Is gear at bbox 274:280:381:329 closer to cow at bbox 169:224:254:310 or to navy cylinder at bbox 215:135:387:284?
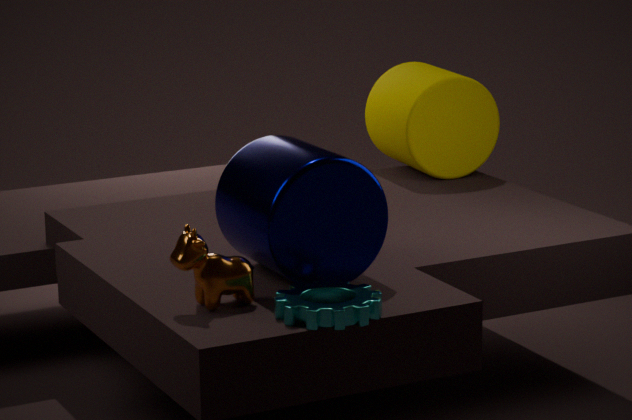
navy cylinder at bbox 215:135:387:284
